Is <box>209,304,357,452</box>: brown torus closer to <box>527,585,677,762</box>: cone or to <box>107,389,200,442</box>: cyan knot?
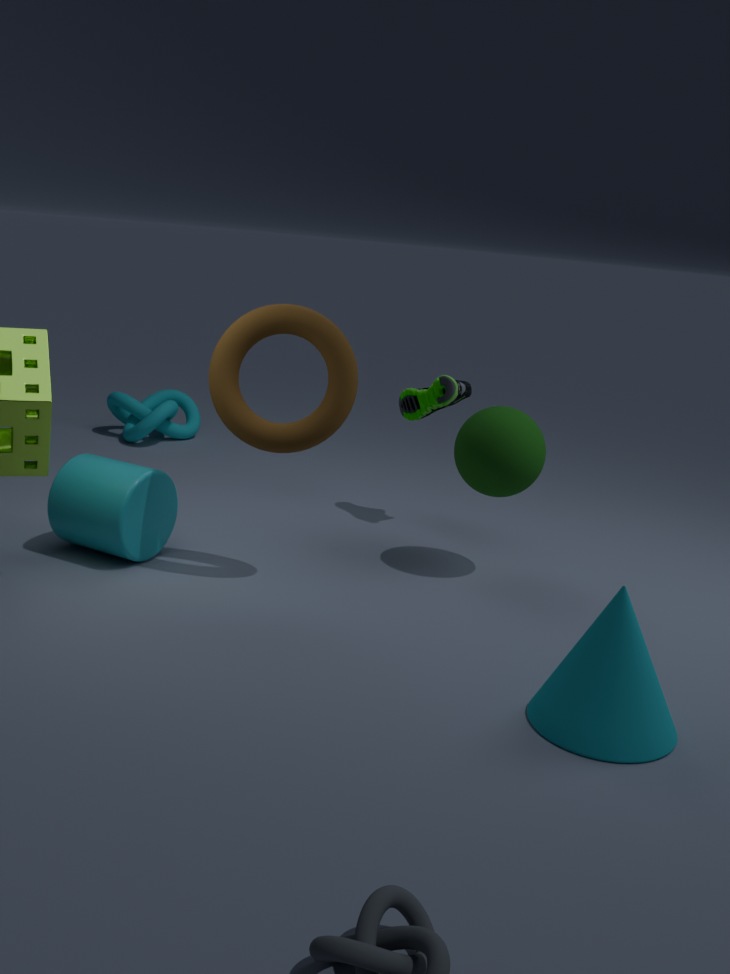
<box>527,585,677,762</box>: cone
